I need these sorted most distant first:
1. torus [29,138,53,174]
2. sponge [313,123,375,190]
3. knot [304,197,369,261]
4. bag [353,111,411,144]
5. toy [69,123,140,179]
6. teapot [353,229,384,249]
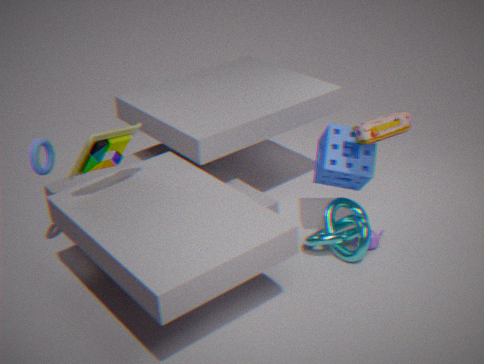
teapot [353,229,384,249] → knot [304,197,369,261] → sponge [313,123,375,190] → torus [29,138,53,174] → bag [353,111,411,144] → toy [69,123,140,179]
